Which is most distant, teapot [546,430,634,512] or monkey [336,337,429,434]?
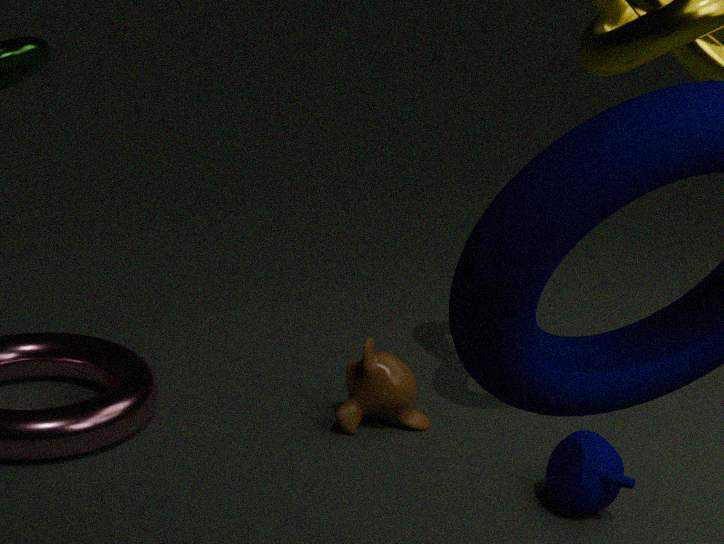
monkey [336,337,429,434]
